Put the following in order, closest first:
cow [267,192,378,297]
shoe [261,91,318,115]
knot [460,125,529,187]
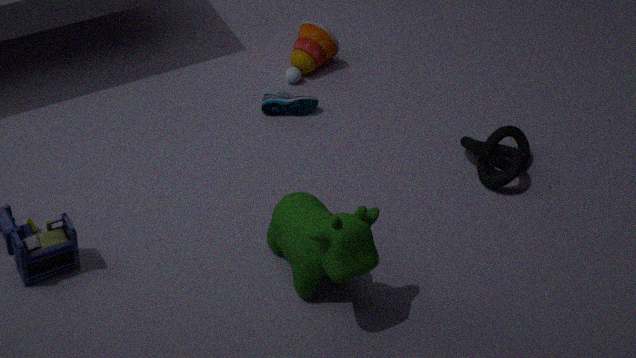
1. cow [267,192,378,297]
2. knot [460,125,529,187]
3. shoe [261,91,318,115]
